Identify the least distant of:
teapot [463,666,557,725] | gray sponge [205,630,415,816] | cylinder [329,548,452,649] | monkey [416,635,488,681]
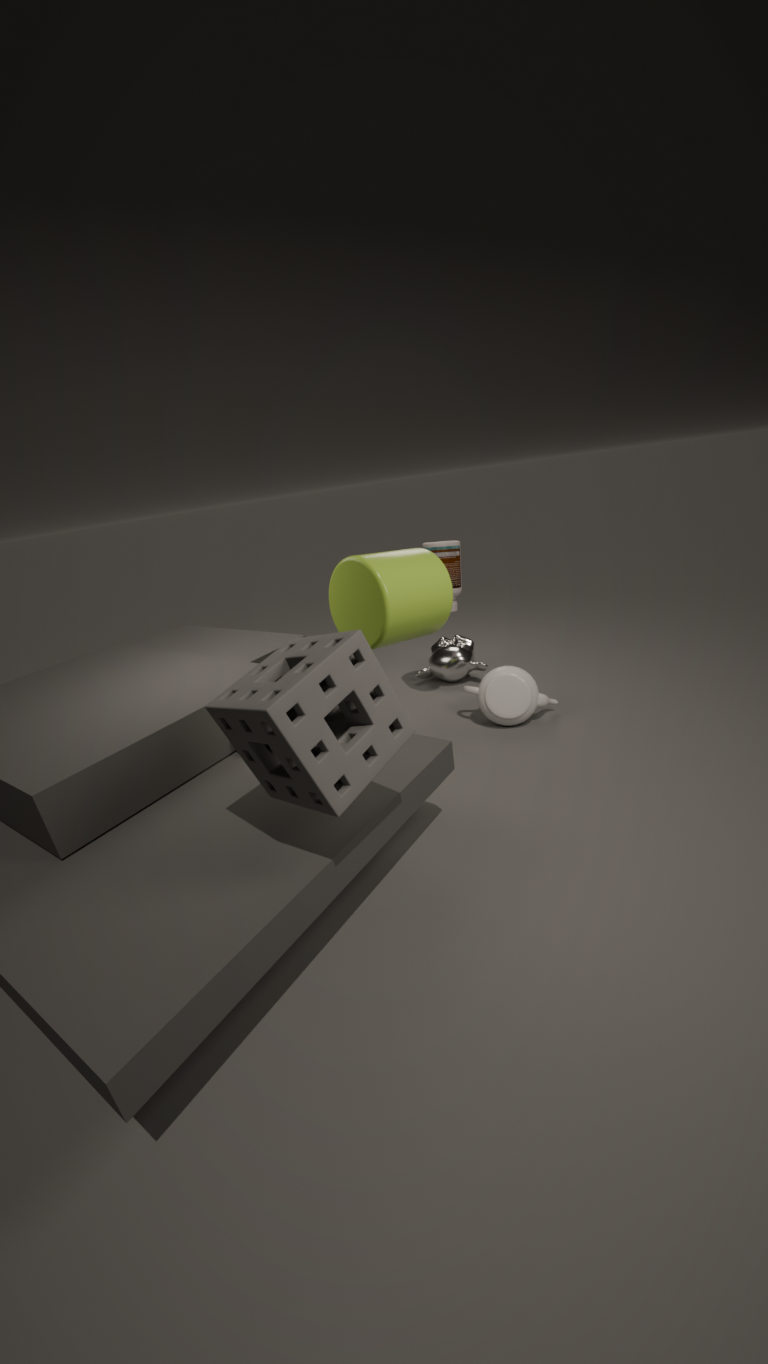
gray sponge [205,630,415,816]
